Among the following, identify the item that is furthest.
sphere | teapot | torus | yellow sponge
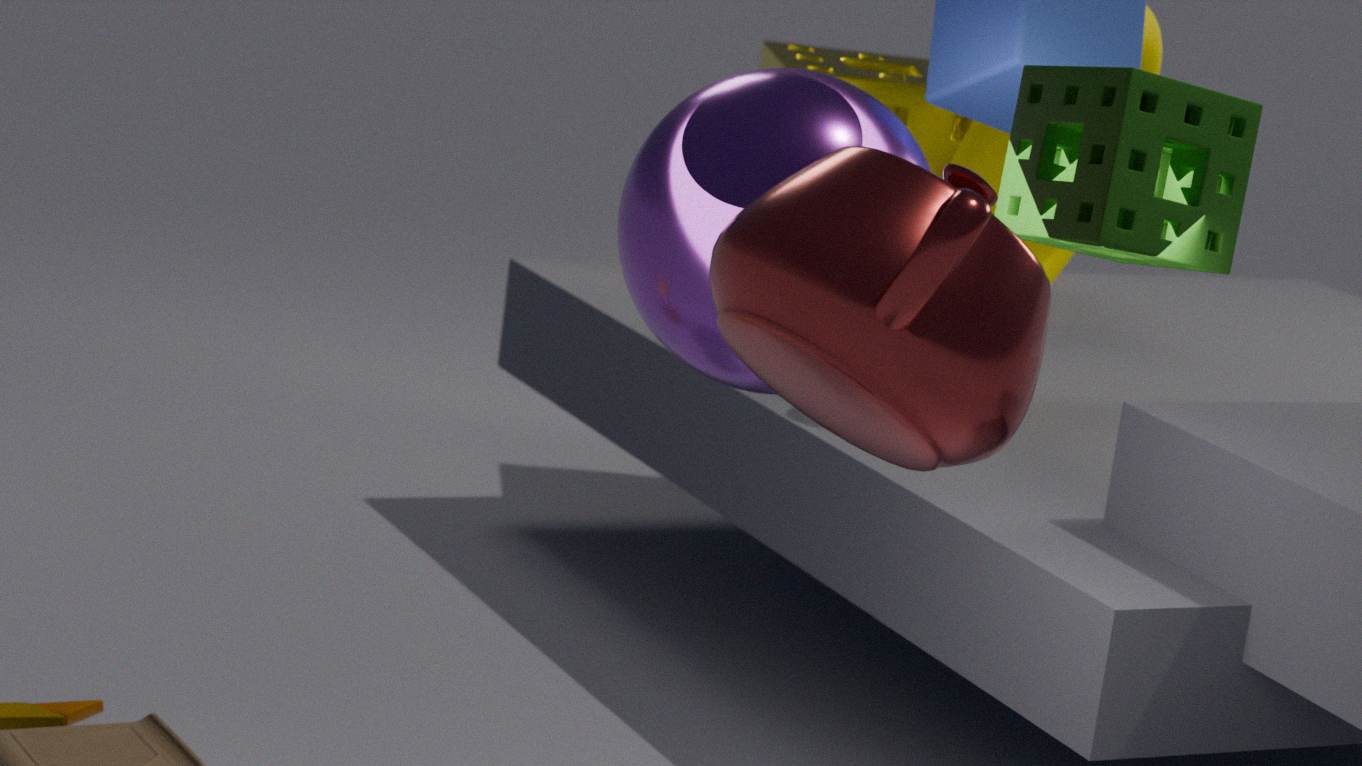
yellow sponge
